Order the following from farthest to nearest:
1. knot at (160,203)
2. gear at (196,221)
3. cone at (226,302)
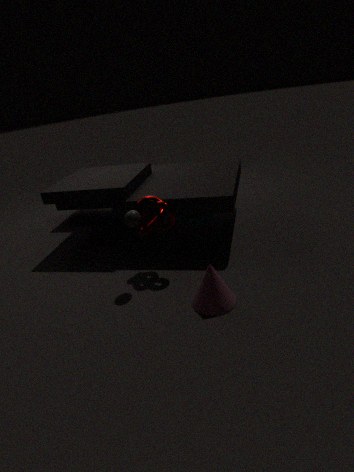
gear at (196,221)
knot at (160,203)
cone at (226,302)
